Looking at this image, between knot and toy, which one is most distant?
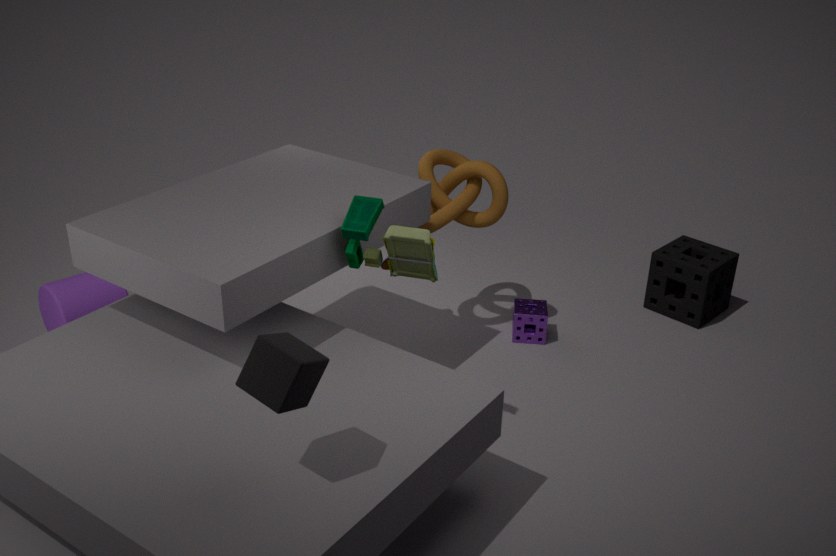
knot
